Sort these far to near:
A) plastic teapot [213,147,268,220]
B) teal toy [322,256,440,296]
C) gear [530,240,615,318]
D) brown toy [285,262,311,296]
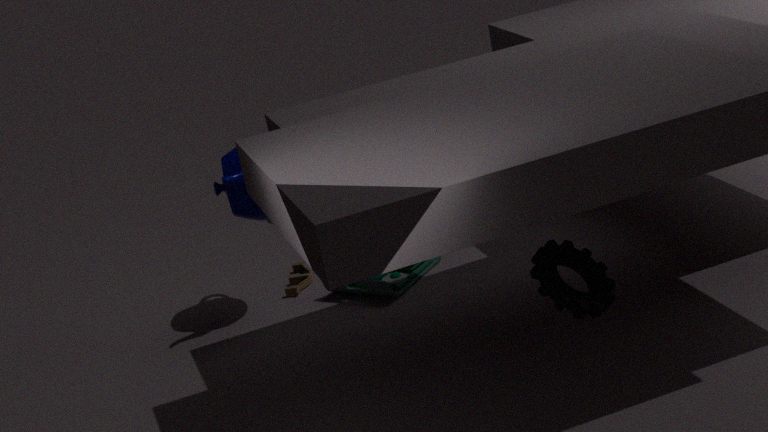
brown toy [285,262,311,296] < teal toy [322,256,440,296] < plastic teapot [213,147,268,220] < gear [530,240,615,318]
